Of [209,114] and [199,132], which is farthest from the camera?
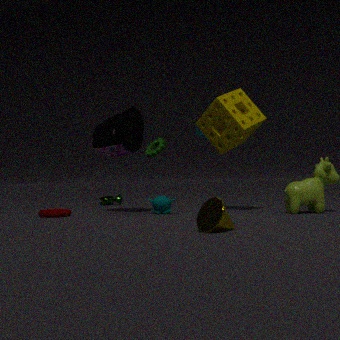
[199,132]
